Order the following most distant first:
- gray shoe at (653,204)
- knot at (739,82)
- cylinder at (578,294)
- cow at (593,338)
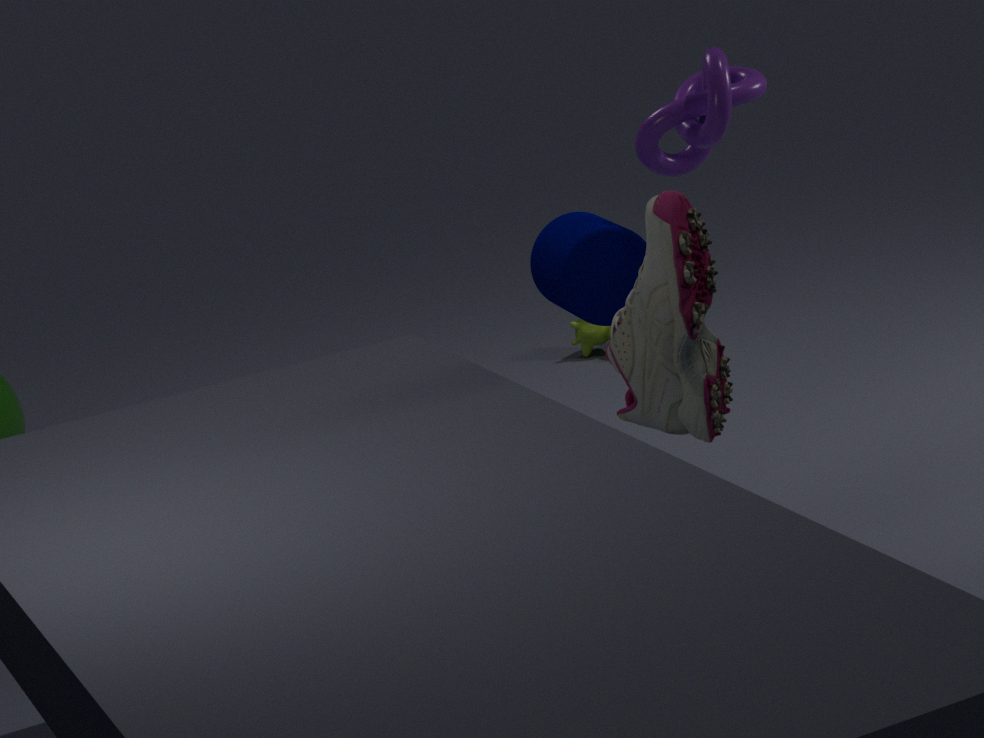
cow at (593,338) → cylinder at (578,294) → knot at (739,82) → gray shoe at (653,204)
